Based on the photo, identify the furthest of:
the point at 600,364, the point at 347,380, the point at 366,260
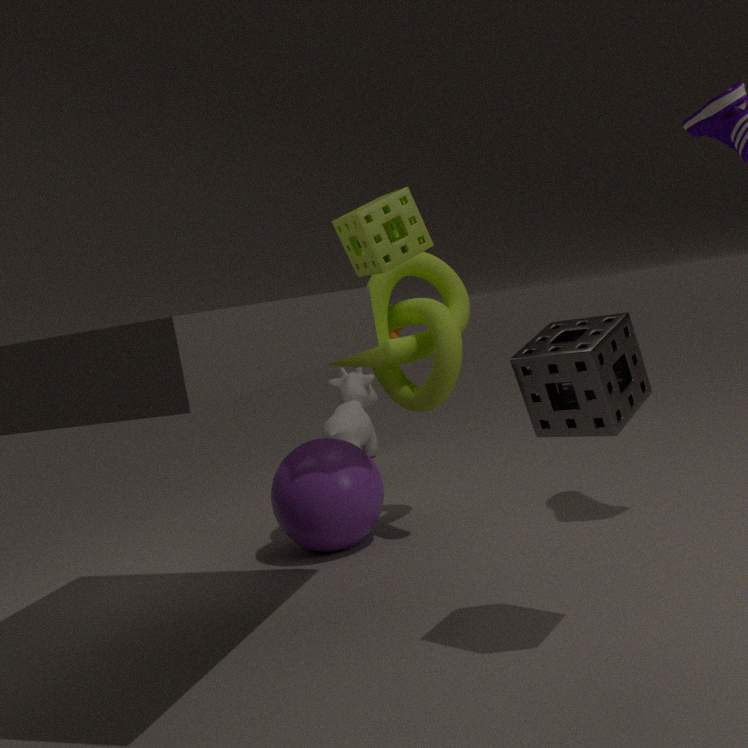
the point at 347,380
